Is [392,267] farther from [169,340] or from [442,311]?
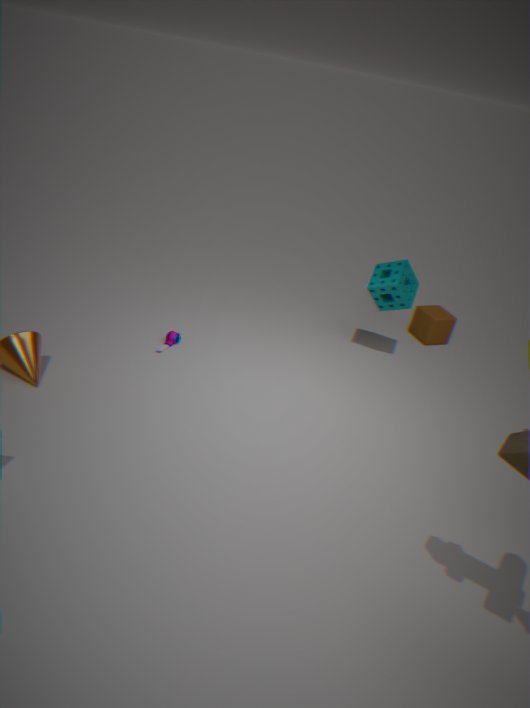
[169,340]
